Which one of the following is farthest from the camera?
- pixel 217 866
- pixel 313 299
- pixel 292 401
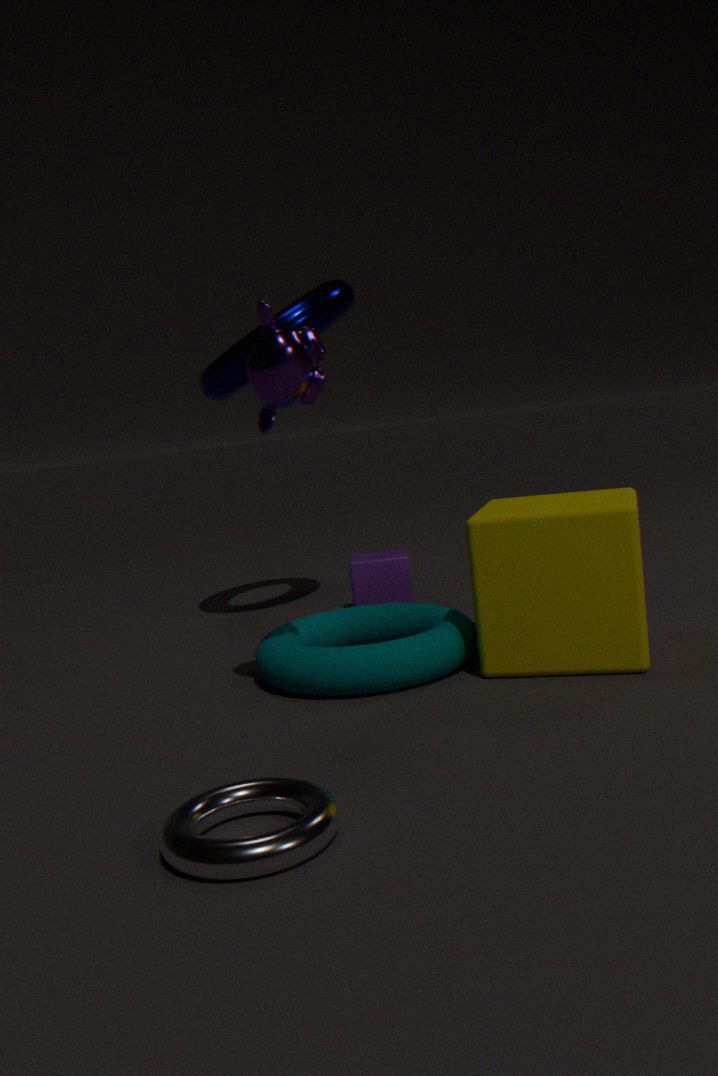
pixel 313 299
